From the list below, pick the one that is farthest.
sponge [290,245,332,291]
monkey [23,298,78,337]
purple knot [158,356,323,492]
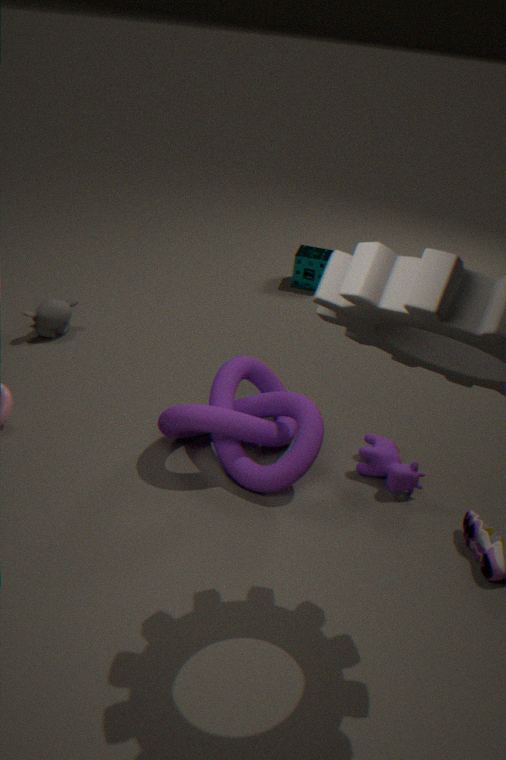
sponge [290,245,332,291]
